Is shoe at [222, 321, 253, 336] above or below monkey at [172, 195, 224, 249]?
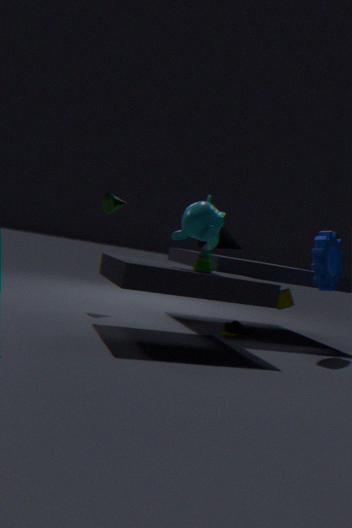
below
